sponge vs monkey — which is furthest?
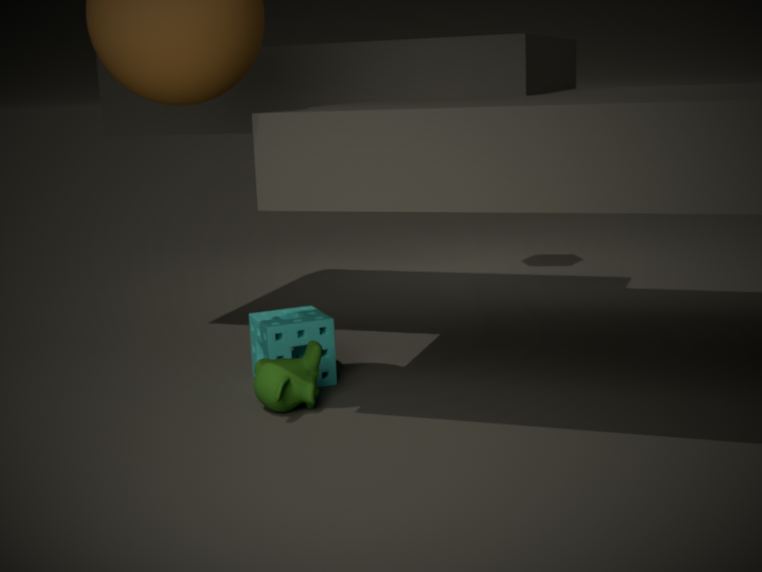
sponge
